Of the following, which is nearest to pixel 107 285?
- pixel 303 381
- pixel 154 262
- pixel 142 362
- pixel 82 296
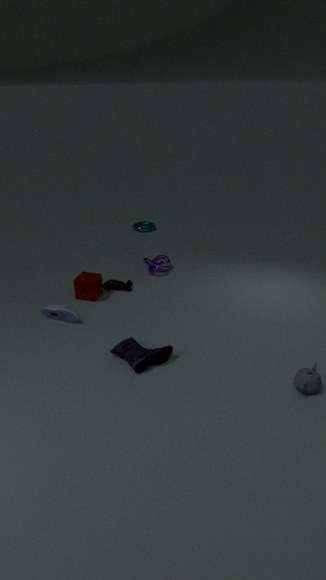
pixel 82 296
